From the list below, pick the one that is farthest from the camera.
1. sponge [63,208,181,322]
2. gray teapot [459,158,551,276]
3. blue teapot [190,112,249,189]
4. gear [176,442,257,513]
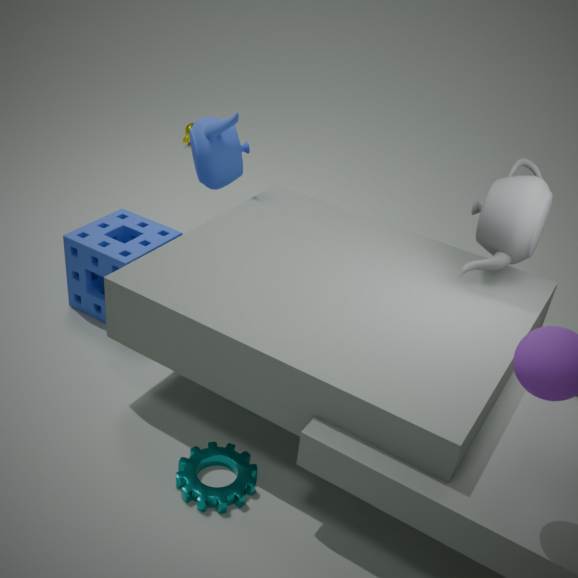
blue teapot [190,112,249,189]
